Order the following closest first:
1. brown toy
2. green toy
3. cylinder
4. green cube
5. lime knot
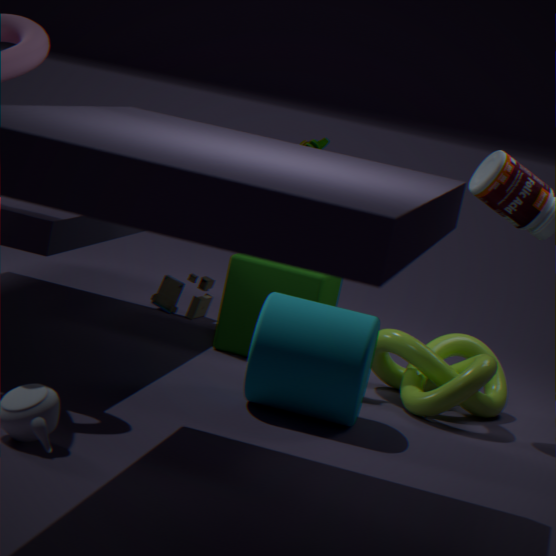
cylinder → lime knot → green toy → green cube → brown toy
